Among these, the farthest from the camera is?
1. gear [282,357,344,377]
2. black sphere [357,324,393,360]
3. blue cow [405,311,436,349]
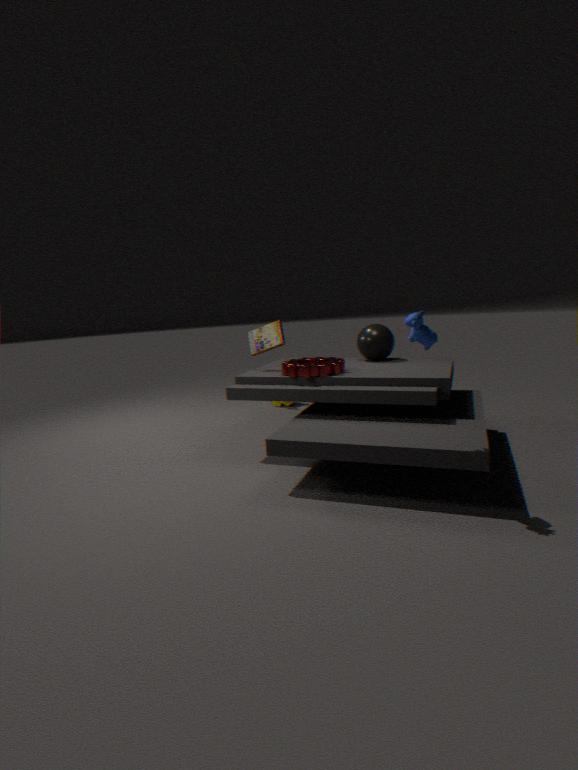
black sphere [357,324,393,360]
